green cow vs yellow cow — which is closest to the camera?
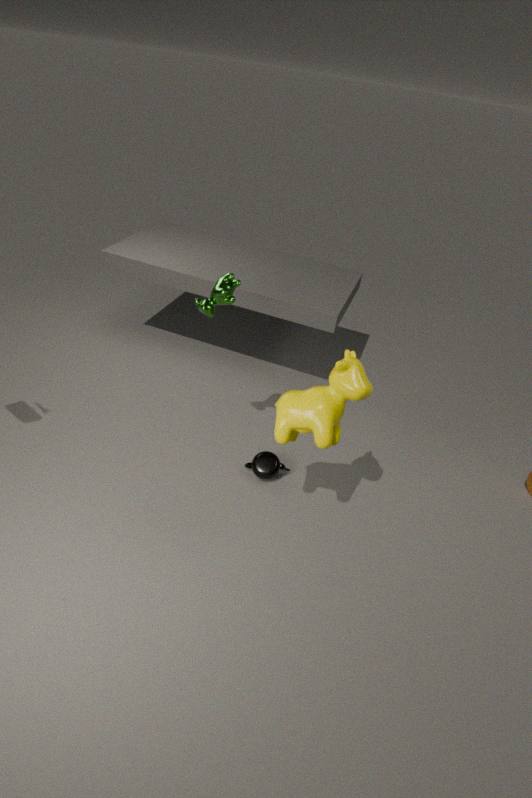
yellow cow
